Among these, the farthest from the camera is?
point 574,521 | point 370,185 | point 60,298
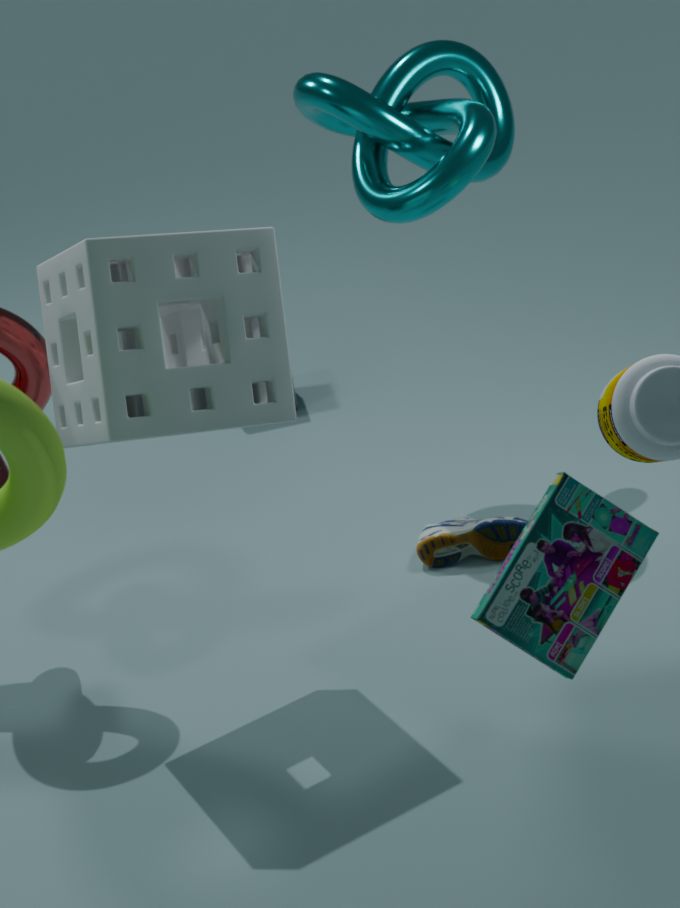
point 370,185
